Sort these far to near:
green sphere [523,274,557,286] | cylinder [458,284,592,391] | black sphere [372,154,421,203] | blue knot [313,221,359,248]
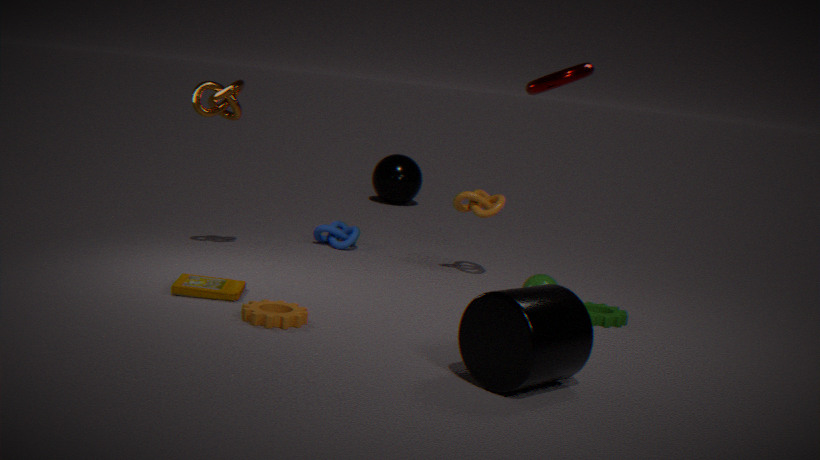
black sphere [372,154,421,203]
blue knot [313,221,359,248]
green sphere [523,274,557,286]
cylinder [458,284,592,391]
